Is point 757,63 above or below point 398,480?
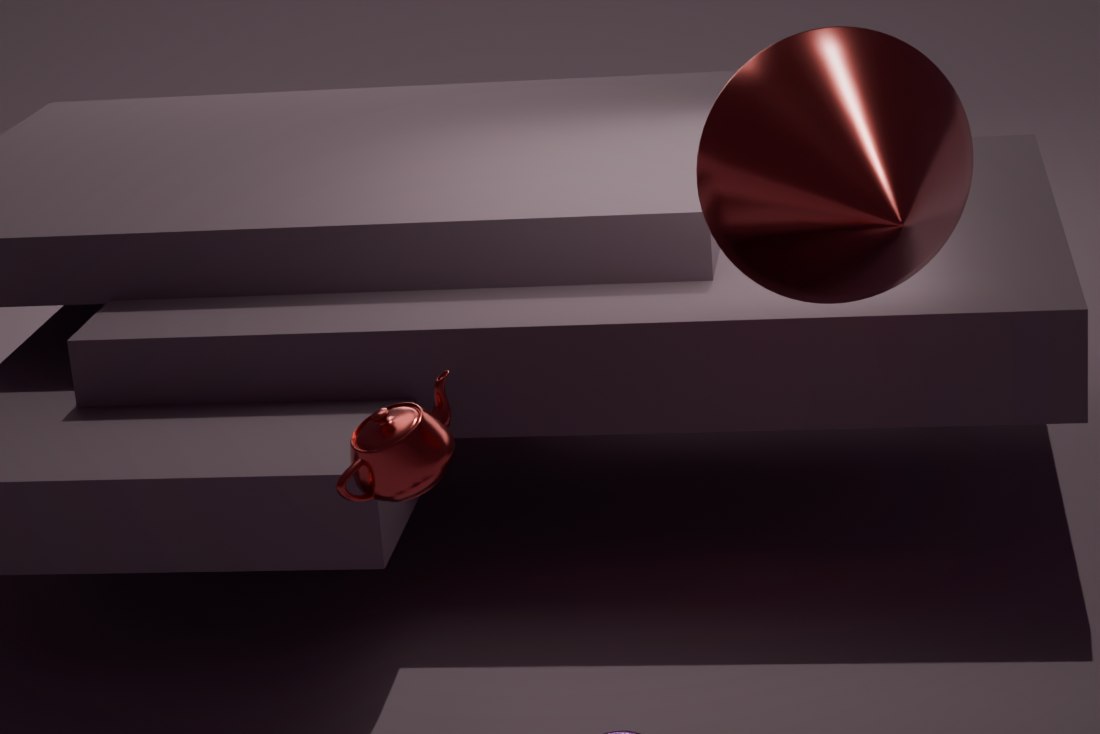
above
